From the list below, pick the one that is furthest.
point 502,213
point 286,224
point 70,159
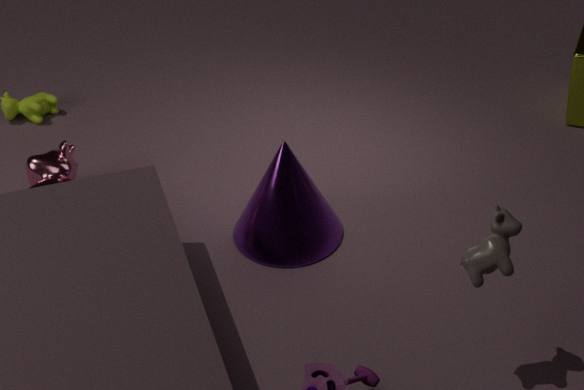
point 70,159
